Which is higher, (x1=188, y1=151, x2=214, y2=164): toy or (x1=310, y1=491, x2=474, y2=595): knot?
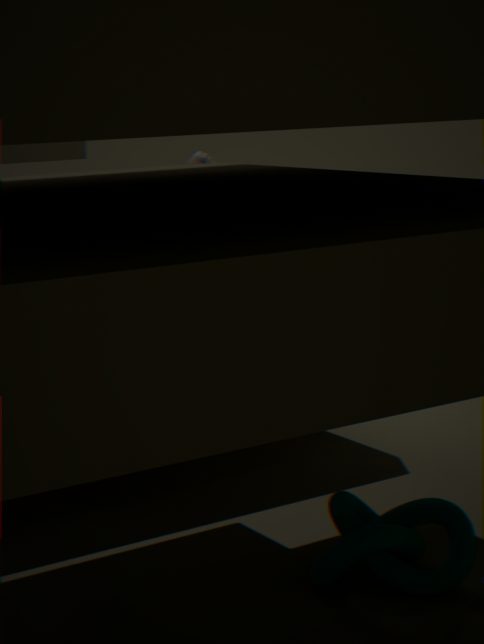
(x1=188, y1=151, x2=214, y2=164): toy
